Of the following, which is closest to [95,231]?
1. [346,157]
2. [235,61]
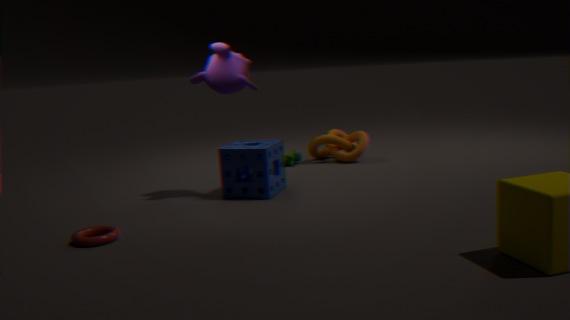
[235,61]
